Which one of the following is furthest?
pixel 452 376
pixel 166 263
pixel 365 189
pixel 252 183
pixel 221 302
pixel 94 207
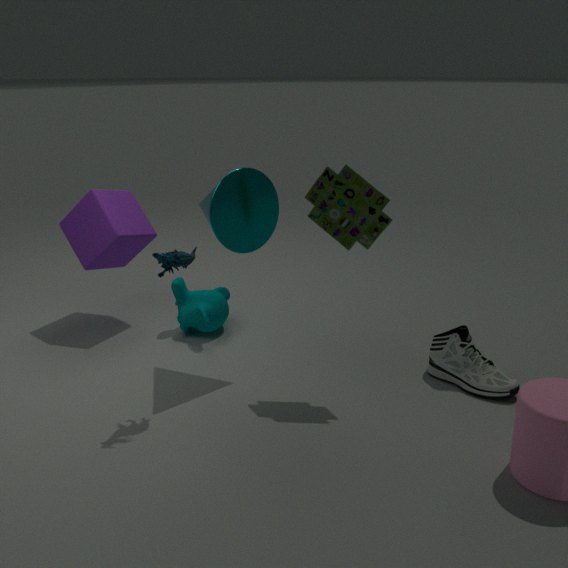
pixel 221 302
